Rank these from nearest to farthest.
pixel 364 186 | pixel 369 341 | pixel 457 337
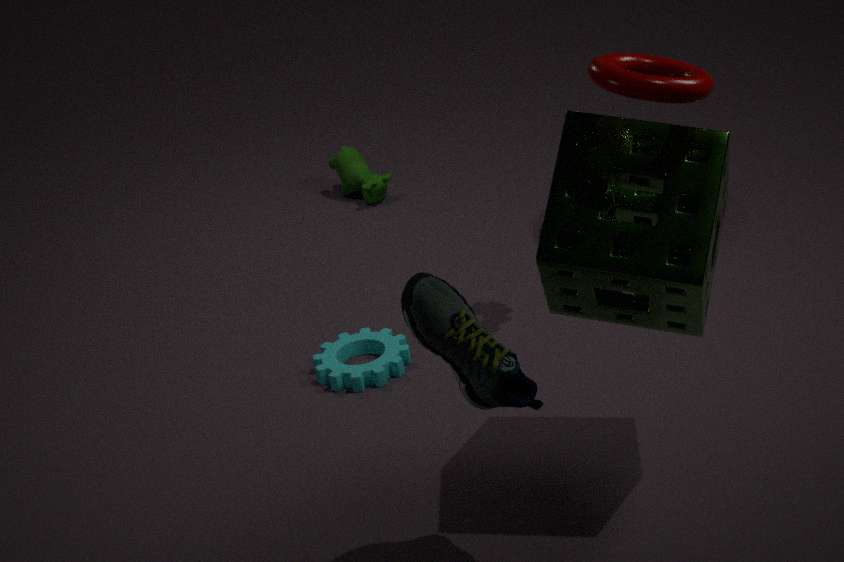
pixel 457 337, pixel 369 341, pixel 364 186
